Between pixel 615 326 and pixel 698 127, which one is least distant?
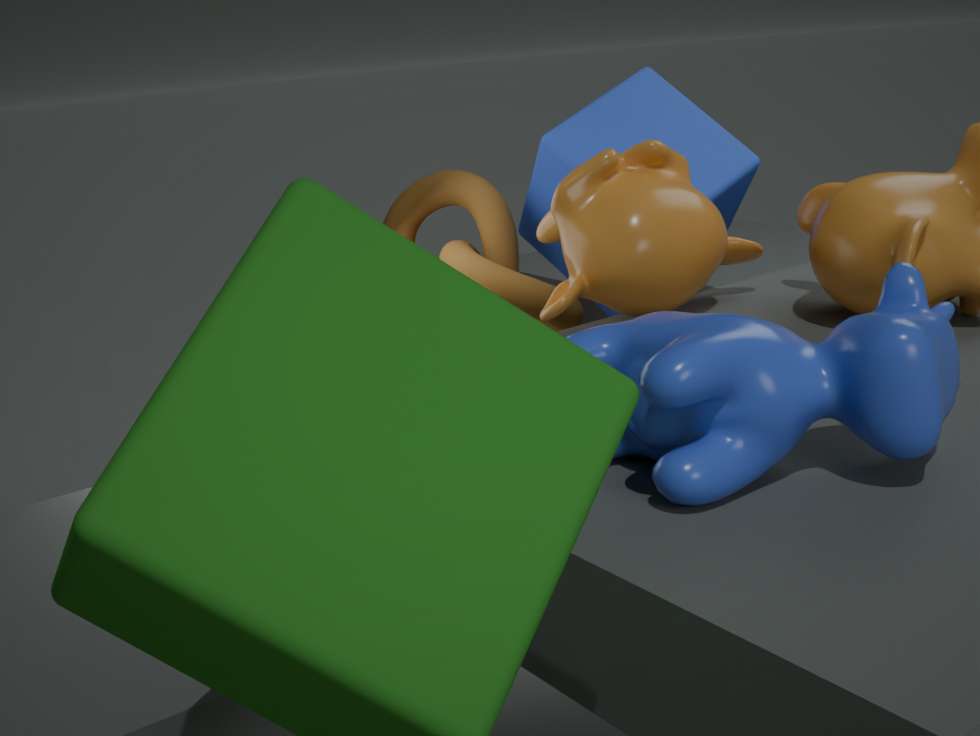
pixel 615 326
